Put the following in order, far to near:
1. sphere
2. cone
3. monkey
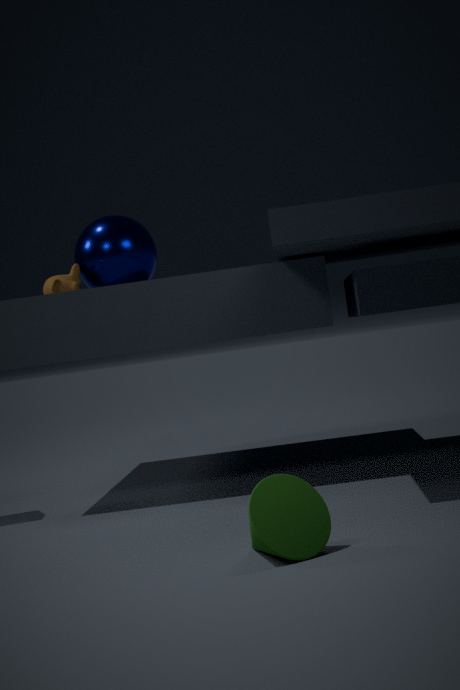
sphere → monkey → cone
